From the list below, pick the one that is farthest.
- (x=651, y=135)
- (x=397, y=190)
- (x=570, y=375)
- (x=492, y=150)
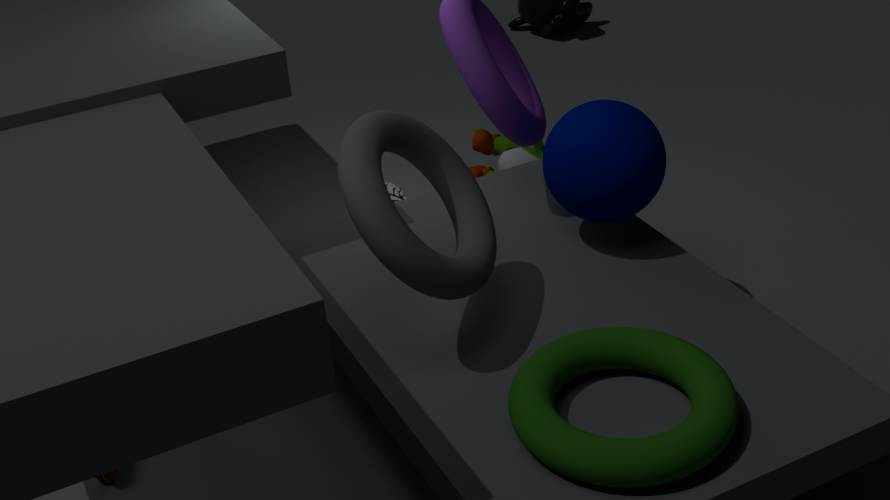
(x=492, y=150)
